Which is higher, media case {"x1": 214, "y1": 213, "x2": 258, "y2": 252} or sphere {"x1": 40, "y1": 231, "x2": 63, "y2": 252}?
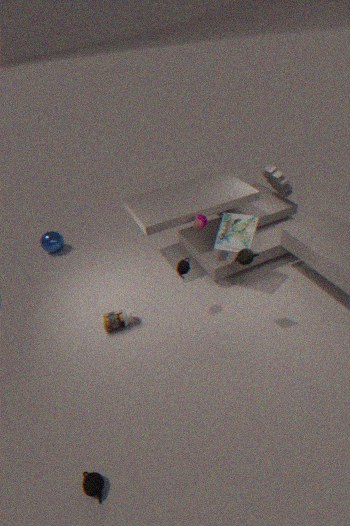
media case {"x1": 214, "y1": 213, "x2": 258, "y2": 252}
